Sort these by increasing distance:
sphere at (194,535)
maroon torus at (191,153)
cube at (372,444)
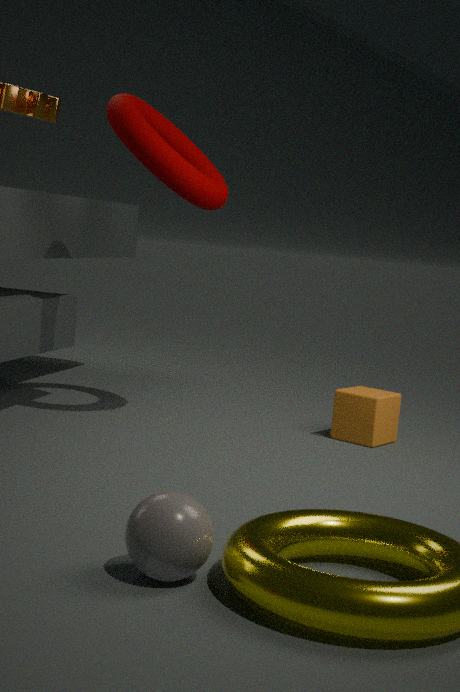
sphere at (194,535) < maroon torus at (191,153) < cube at (372,444)
